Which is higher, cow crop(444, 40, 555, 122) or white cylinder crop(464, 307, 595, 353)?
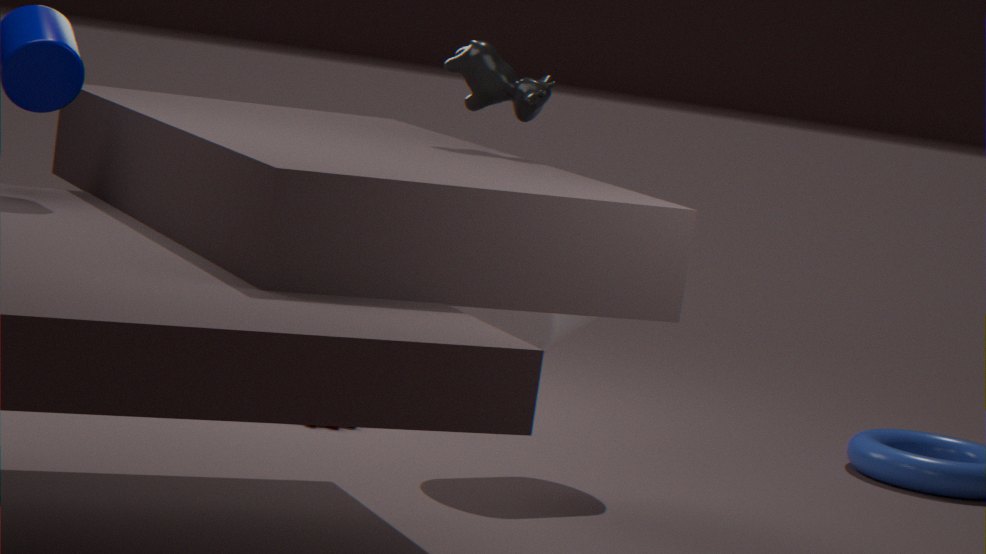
cow crop(444, 40, 555, 122)
